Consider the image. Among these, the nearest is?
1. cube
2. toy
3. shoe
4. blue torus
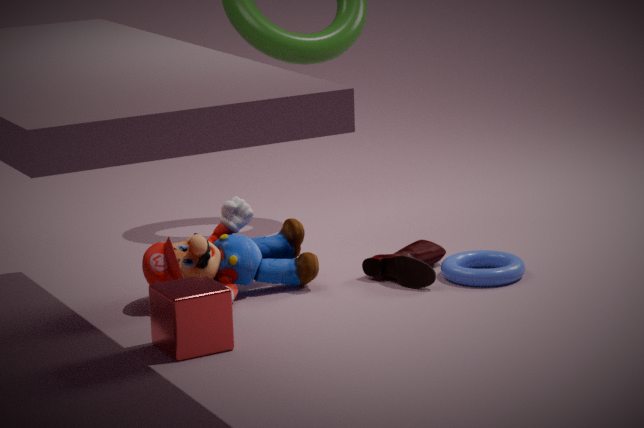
cube
